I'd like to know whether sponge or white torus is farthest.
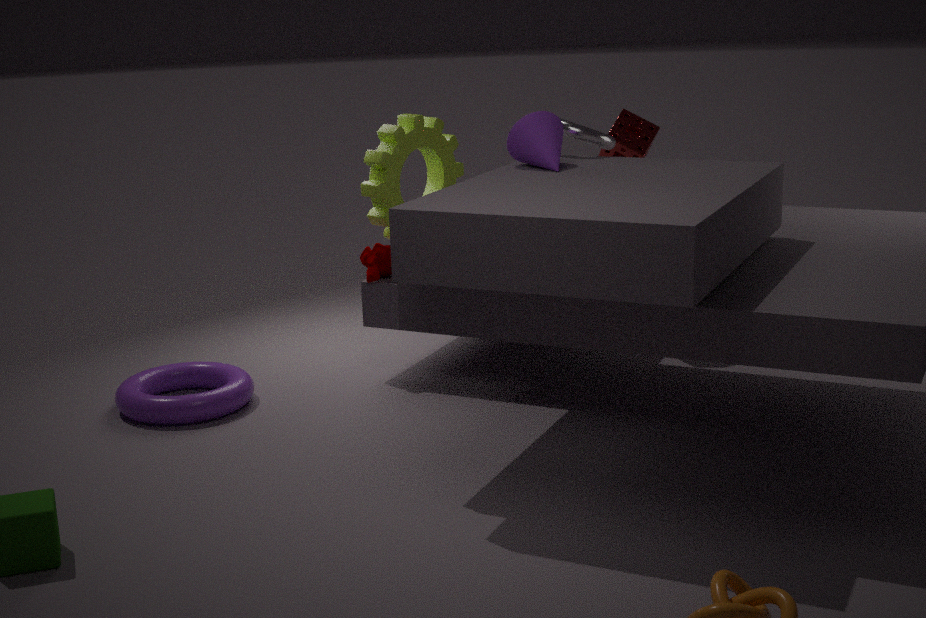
sponge
